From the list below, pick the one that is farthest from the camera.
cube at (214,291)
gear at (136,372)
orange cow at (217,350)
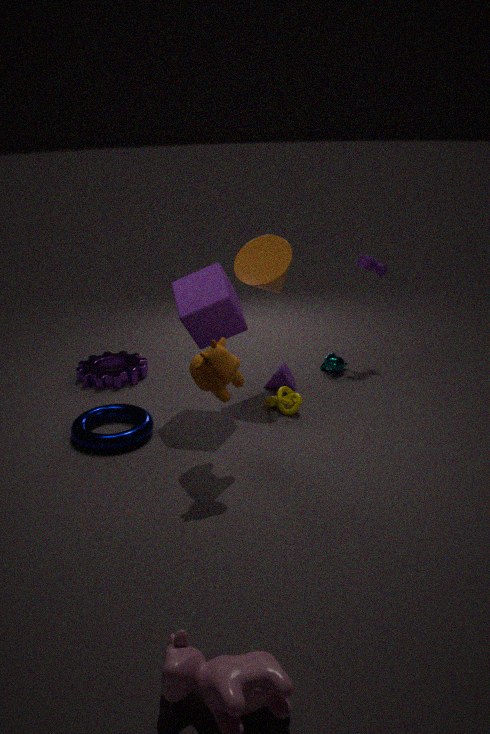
gear at (136,372)
